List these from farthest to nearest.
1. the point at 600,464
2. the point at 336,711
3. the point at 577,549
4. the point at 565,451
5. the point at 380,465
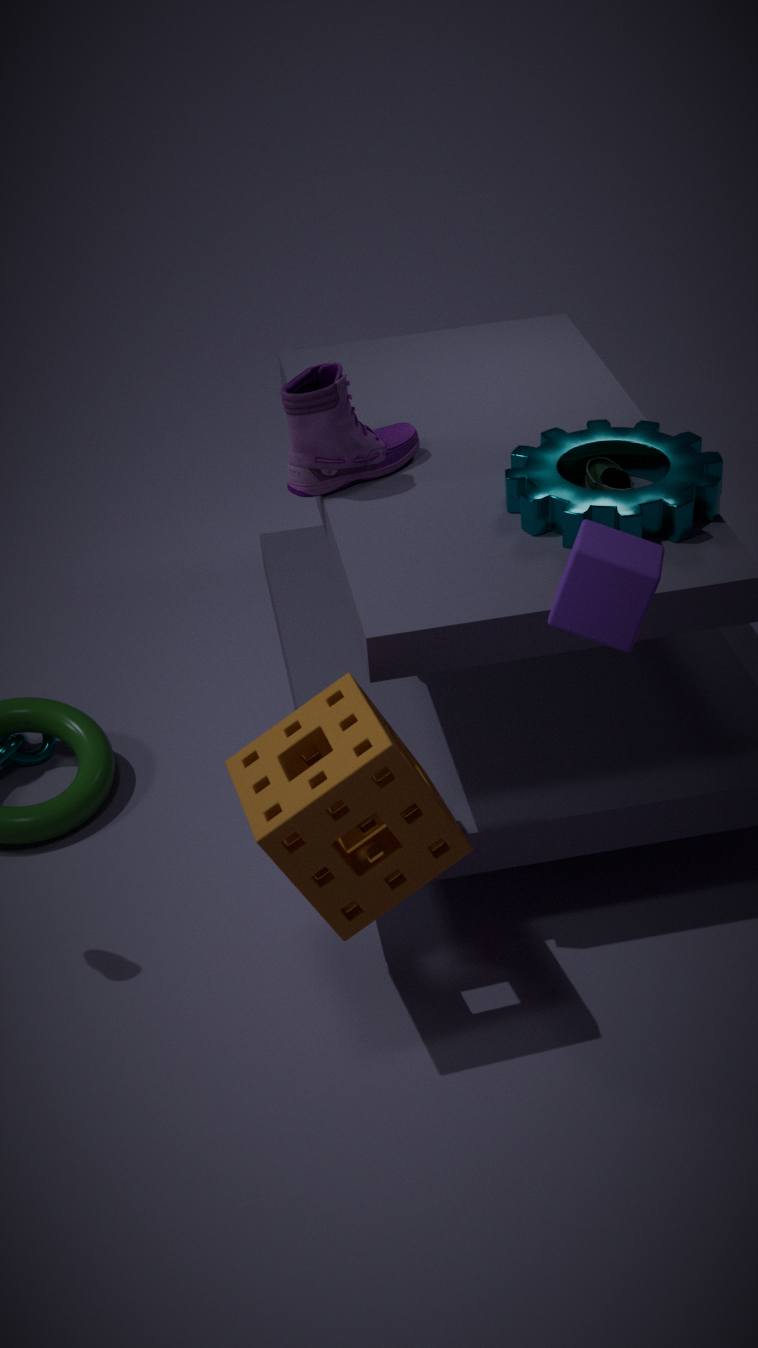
the point at 380,465 → the point at 600,464 → the point at 565,451 → the point at 336,711 → the point at 577,549
